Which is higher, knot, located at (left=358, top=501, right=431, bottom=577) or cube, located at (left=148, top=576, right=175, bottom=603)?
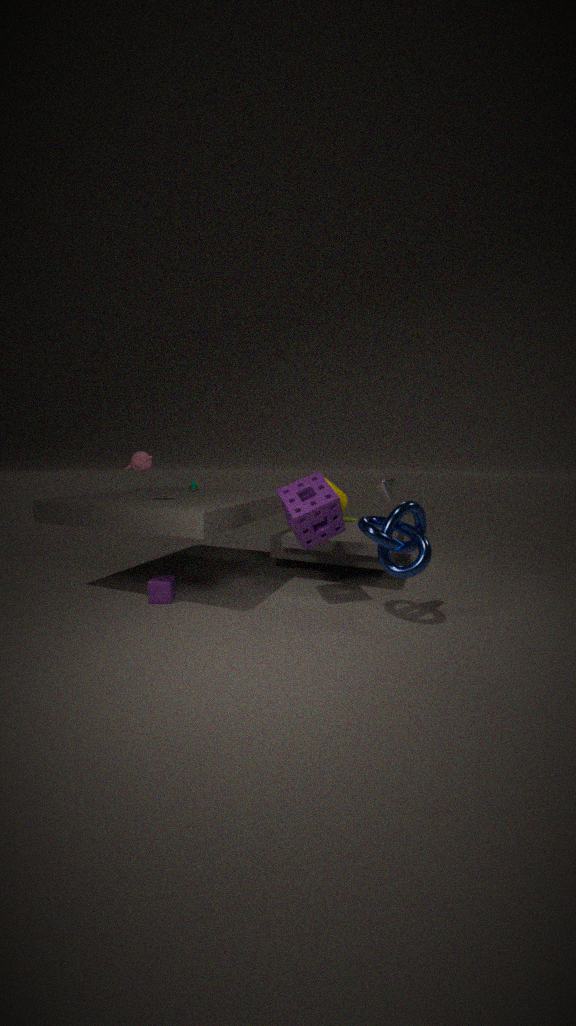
knot, located at (left=358, top=501, right=431, bottom=577)
